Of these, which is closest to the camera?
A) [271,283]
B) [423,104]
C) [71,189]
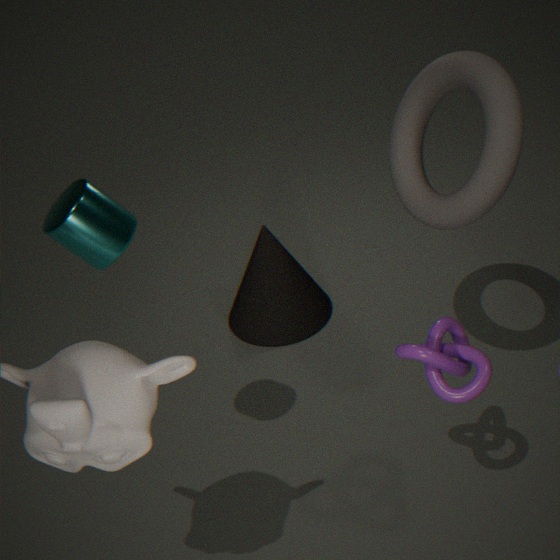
[71,189]
